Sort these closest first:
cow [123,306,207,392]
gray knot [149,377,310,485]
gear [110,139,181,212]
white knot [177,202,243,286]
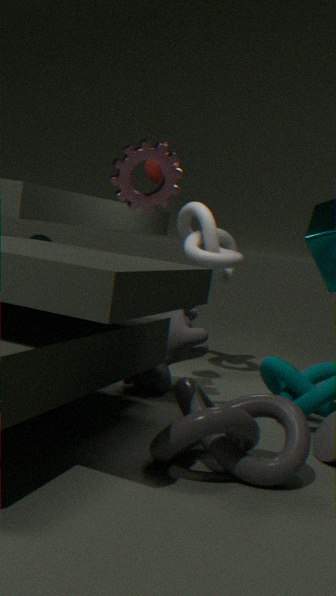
1. gray knot [149,377,310,485]
2. gear [110,139,181,212]
3. cow [123,306,207,392]
4. white knot [177,202,243,286]
